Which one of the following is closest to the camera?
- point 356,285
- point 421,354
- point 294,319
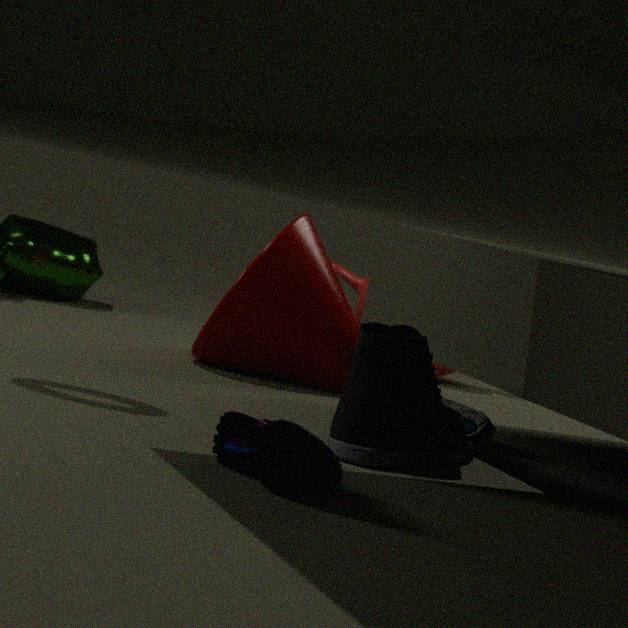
point 421,354
